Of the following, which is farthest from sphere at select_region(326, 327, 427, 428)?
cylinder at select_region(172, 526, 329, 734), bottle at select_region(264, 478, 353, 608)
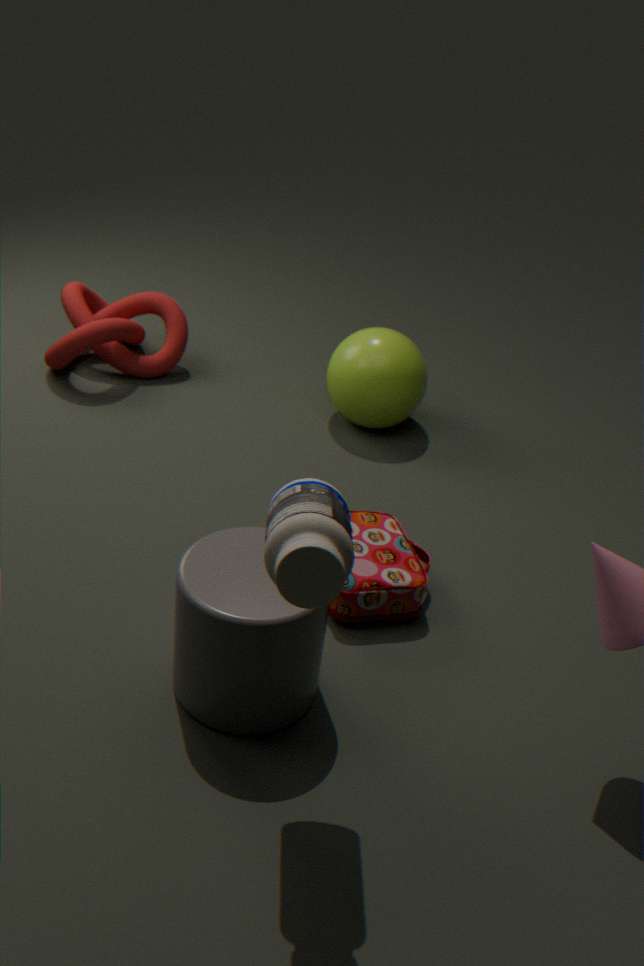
bottle at select_region(264, 478, 353, 608)
